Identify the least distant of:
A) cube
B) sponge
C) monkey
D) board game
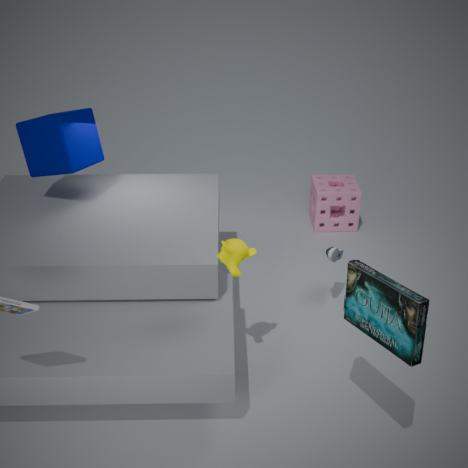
board game
